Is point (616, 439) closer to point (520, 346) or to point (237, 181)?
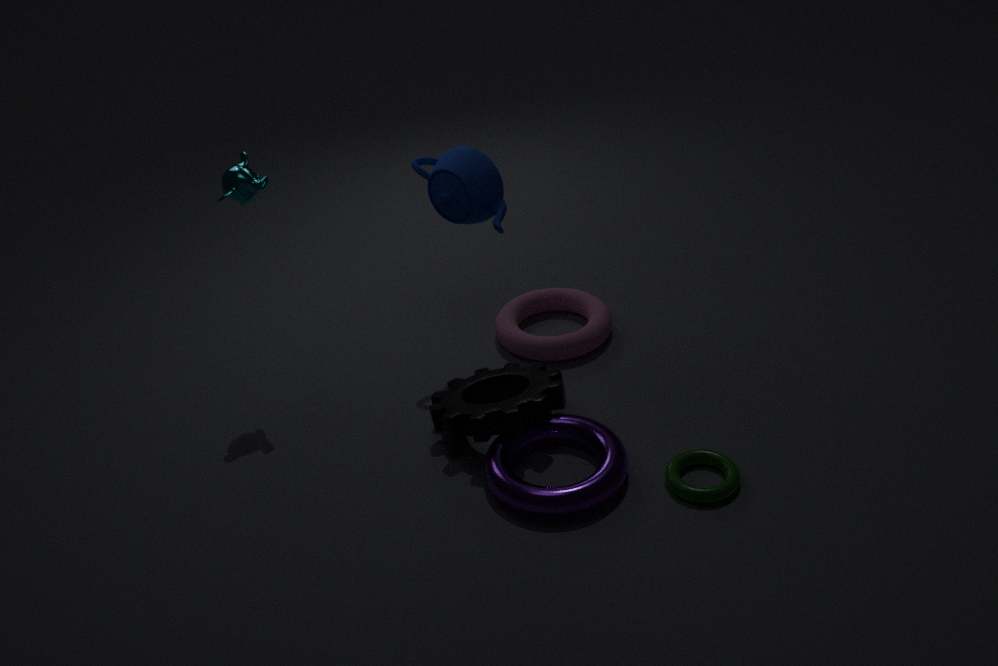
point (520, 346)
